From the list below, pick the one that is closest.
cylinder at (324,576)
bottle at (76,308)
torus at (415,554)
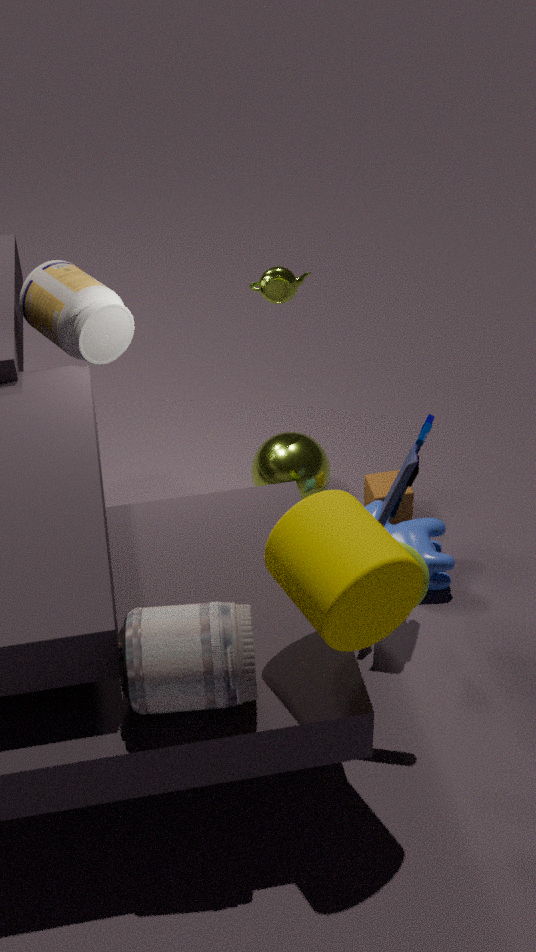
cylinder at (324,576)
